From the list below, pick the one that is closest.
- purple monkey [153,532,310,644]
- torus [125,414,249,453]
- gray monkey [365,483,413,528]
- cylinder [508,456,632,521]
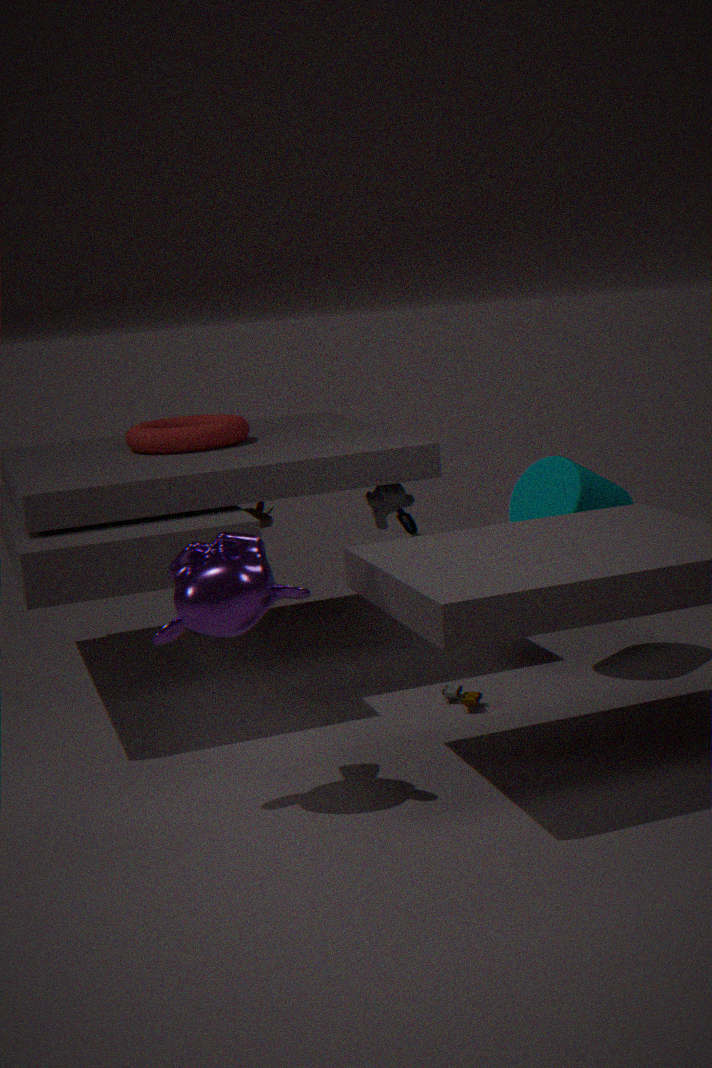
purple monkey [153,532,310,644]
